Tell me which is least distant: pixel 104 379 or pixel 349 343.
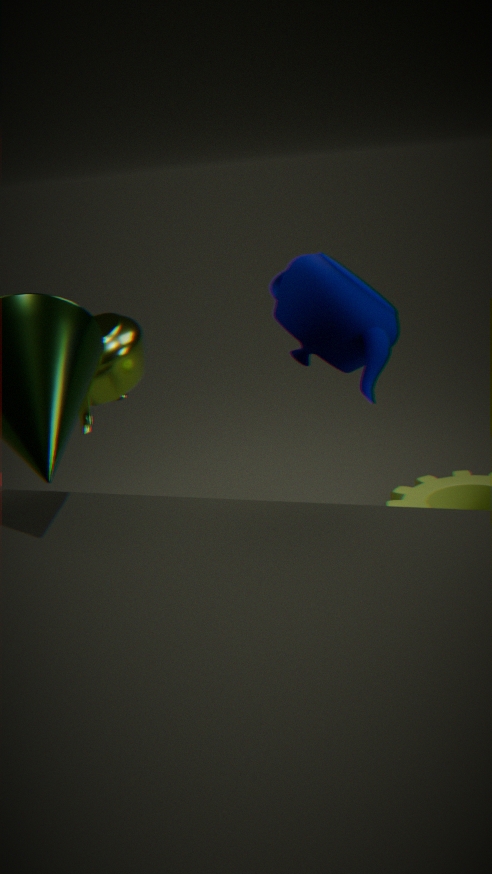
pixel 349 343
